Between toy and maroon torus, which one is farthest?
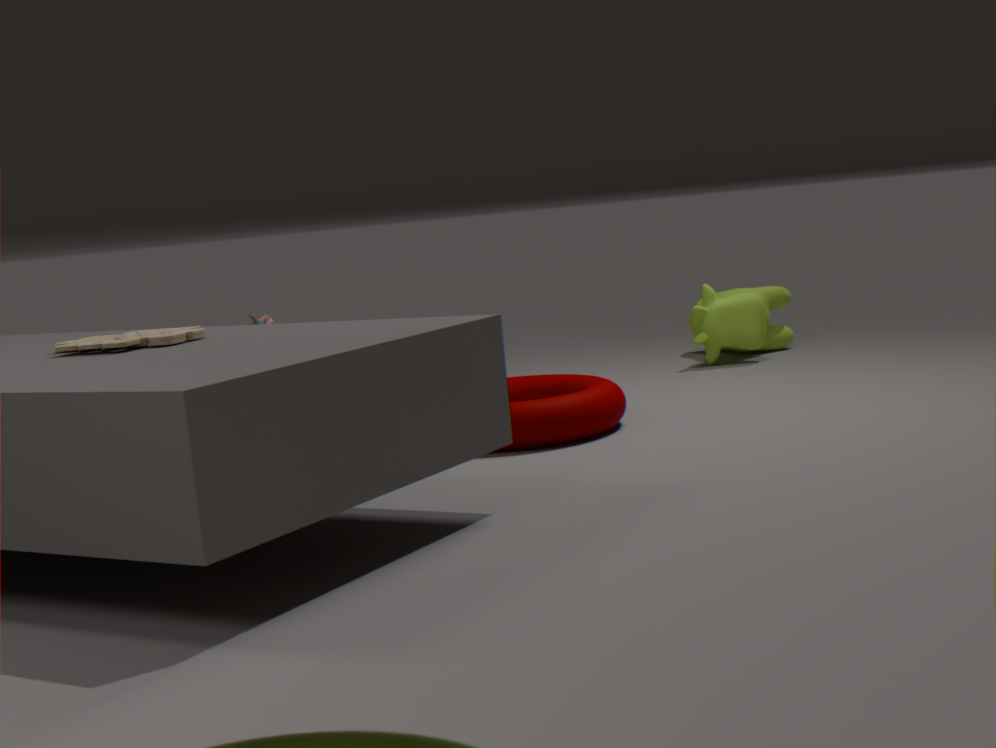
maroon torus
